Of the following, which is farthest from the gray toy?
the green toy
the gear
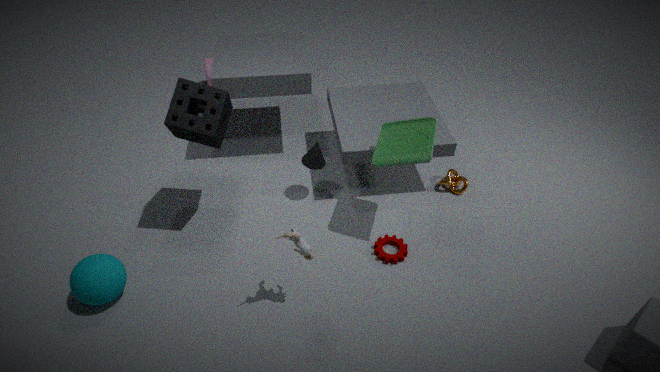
the green toy
